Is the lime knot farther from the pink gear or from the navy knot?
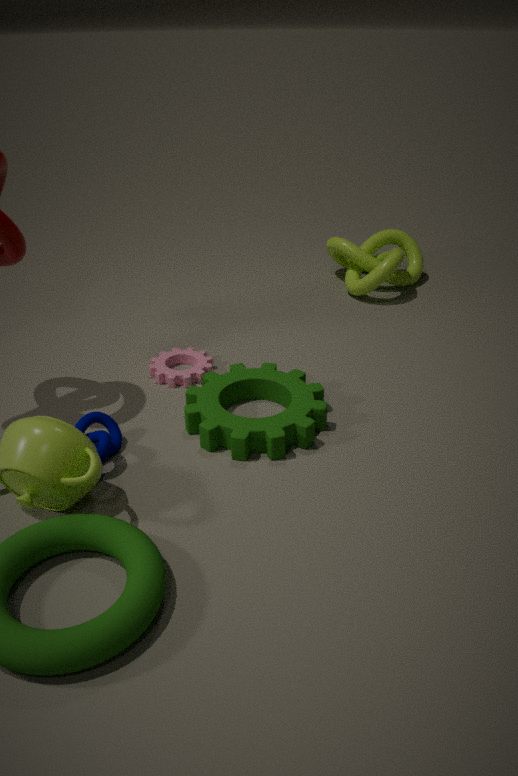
the navy knot
